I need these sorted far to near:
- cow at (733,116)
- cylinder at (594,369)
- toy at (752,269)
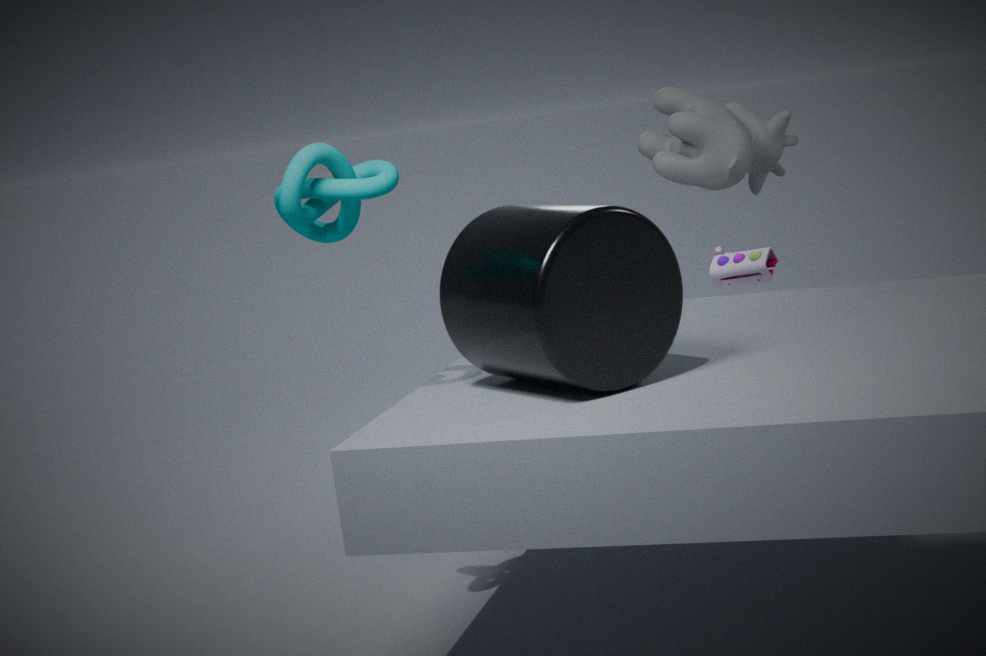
toy at (752,269), cow at (733,116), cylinder at (594,369)
